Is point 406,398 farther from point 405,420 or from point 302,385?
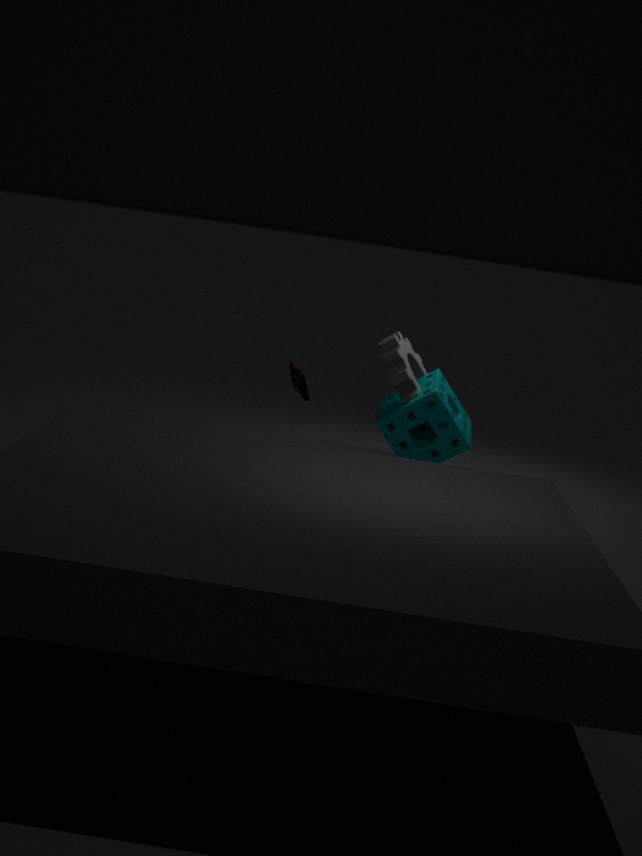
point 302,385
